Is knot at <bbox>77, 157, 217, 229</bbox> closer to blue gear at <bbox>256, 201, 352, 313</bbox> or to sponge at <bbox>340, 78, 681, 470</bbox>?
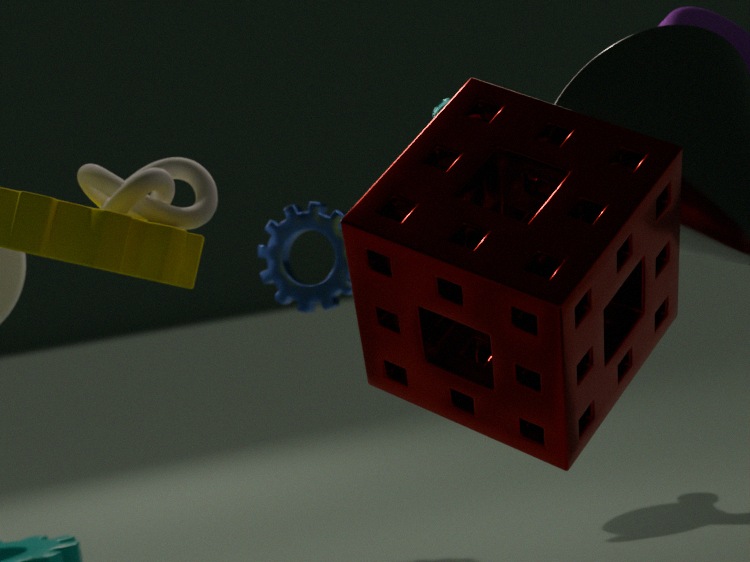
sponge at <bbox>340, 78, 681, 470</bbox>
